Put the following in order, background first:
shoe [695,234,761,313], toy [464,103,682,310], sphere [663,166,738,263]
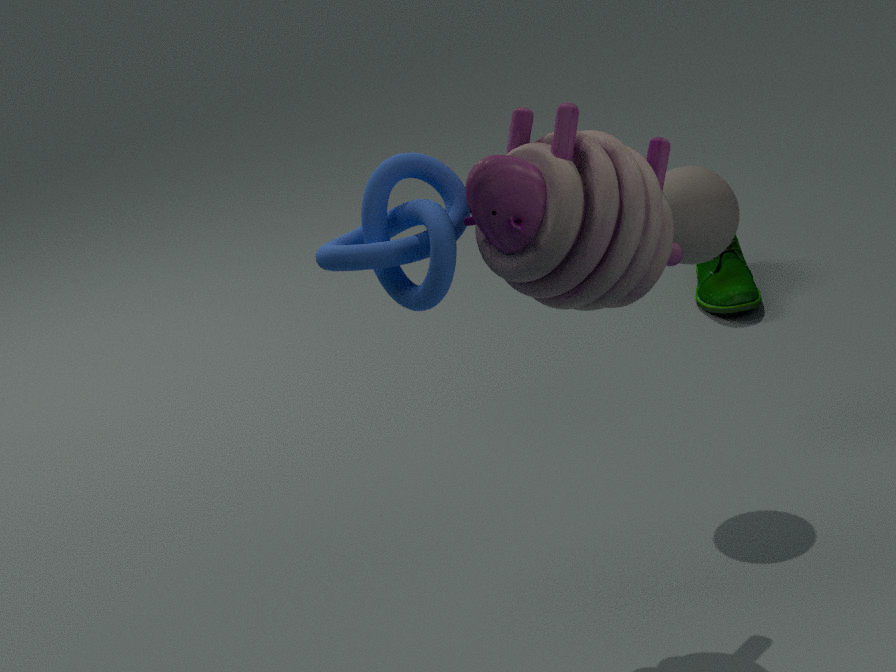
1. shoe [695,234,761,313]
2. sphere [663,166,738,263]
3. toy [464,103,682,310]
